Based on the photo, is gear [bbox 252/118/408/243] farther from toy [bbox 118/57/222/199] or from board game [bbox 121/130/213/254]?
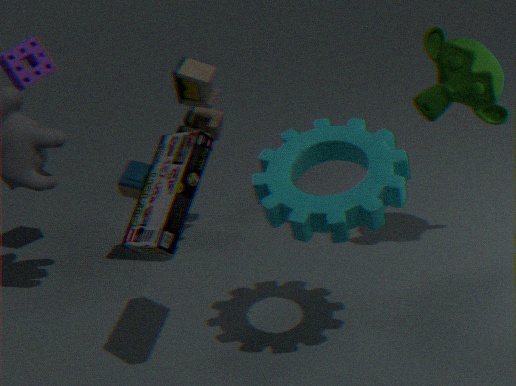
toy [bbox 118/57/222/199]
